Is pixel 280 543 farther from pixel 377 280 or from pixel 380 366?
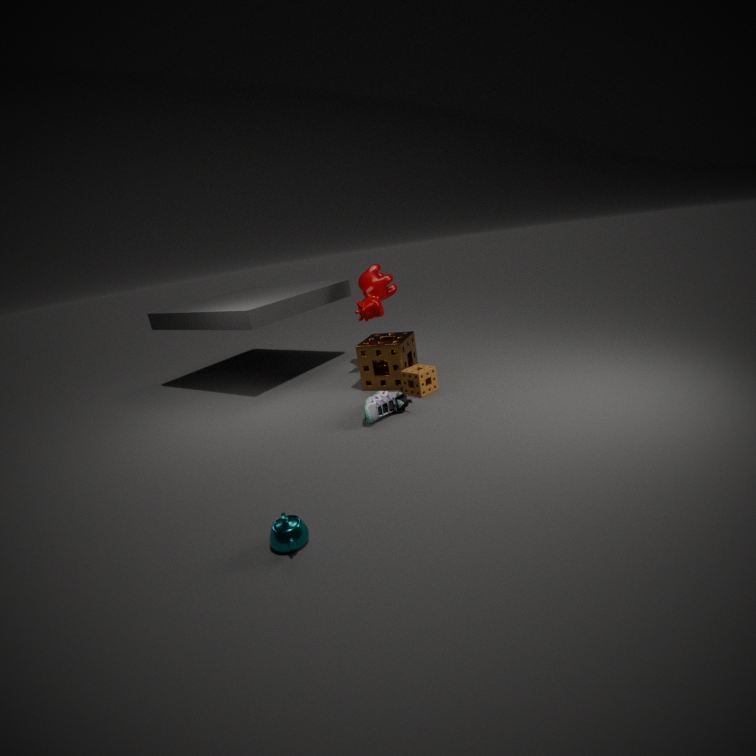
pixel 377 280
